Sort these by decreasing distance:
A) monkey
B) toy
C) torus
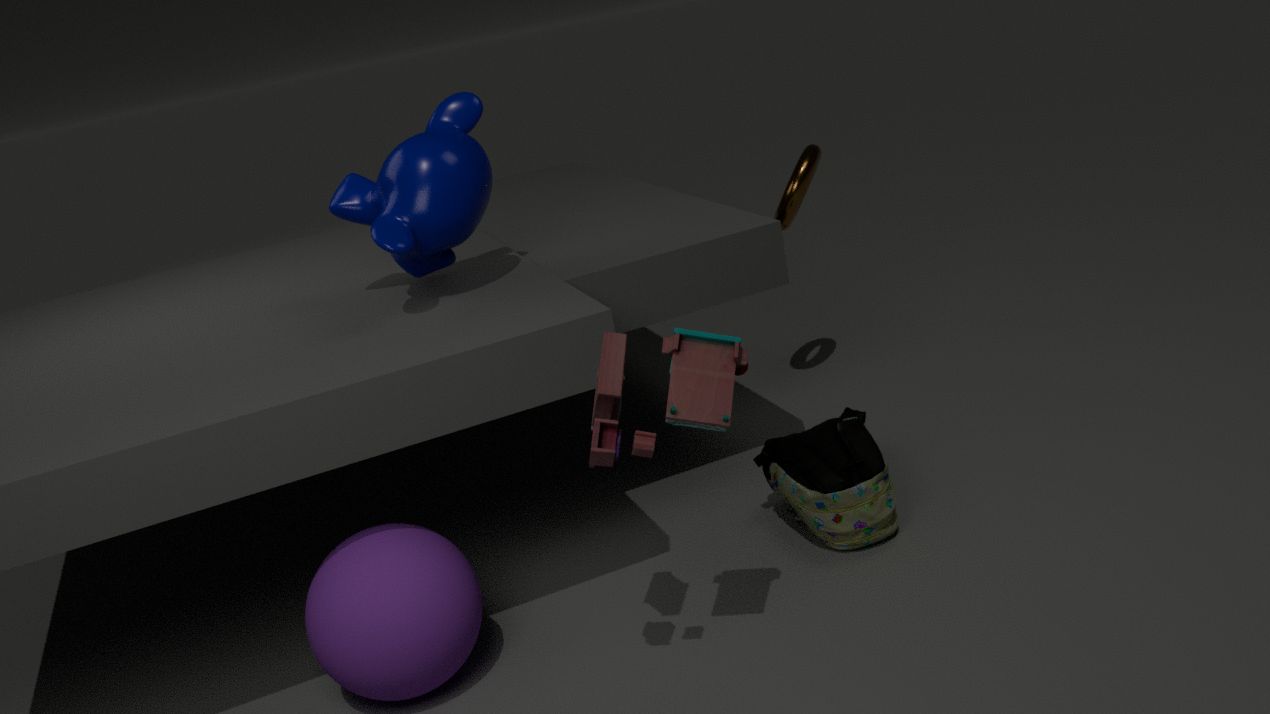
torus
monkey
toy
